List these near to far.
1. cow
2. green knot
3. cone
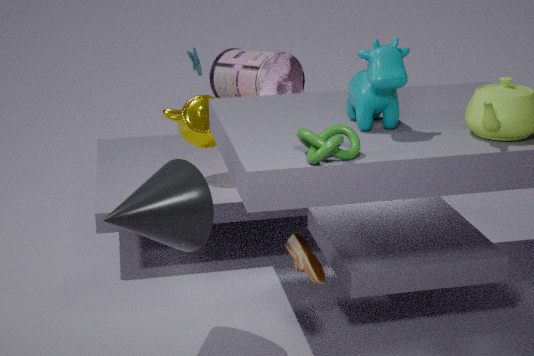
green knot
cone
cow
